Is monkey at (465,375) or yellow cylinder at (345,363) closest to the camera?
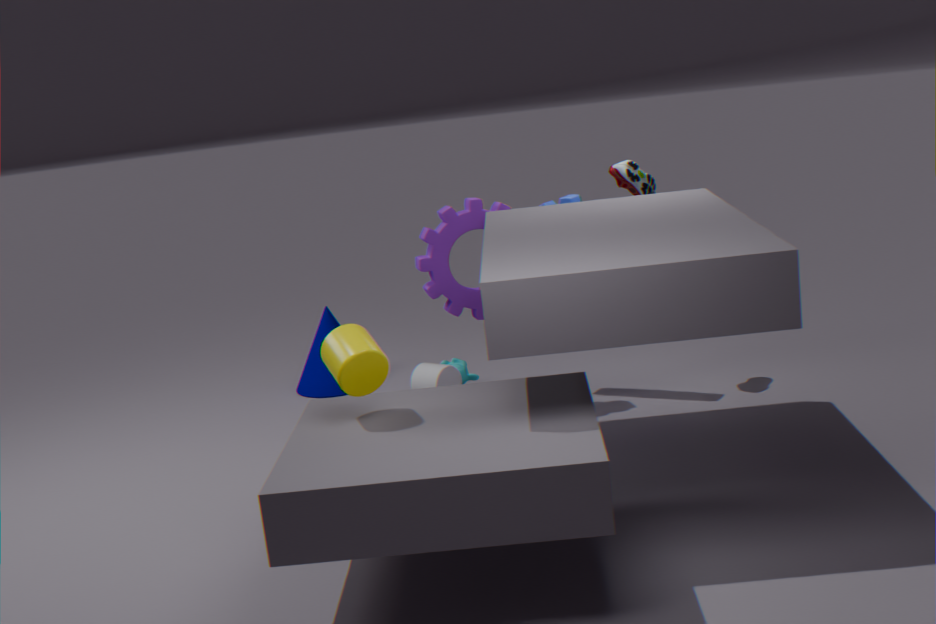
yellow cylinder at (345,363)
